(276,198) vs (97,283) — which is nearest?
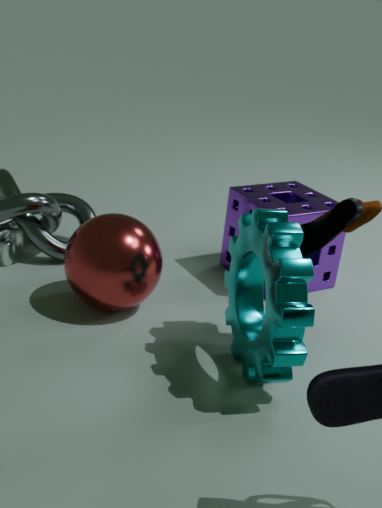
(97,283)
